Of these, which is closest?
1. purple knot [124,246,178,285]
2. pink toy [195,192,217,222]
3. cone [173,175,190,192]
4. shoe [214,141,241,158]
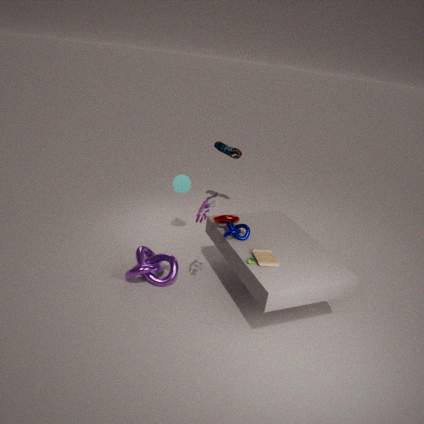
pink toy [195,192,217,222]
